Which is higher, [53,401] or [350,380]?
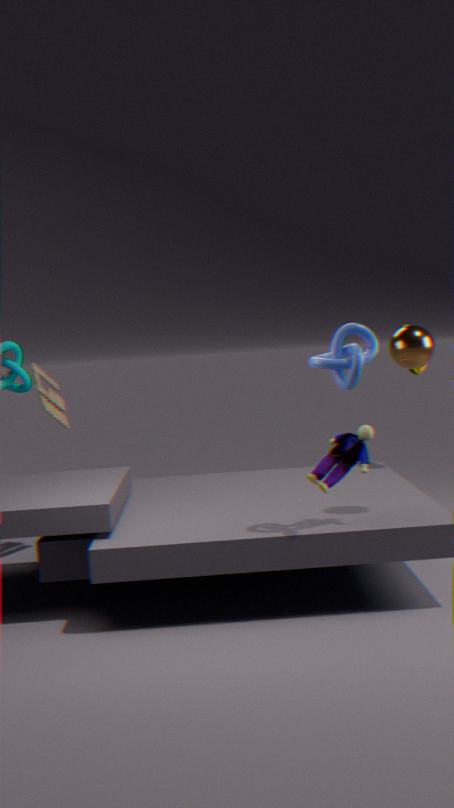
[350,380]
